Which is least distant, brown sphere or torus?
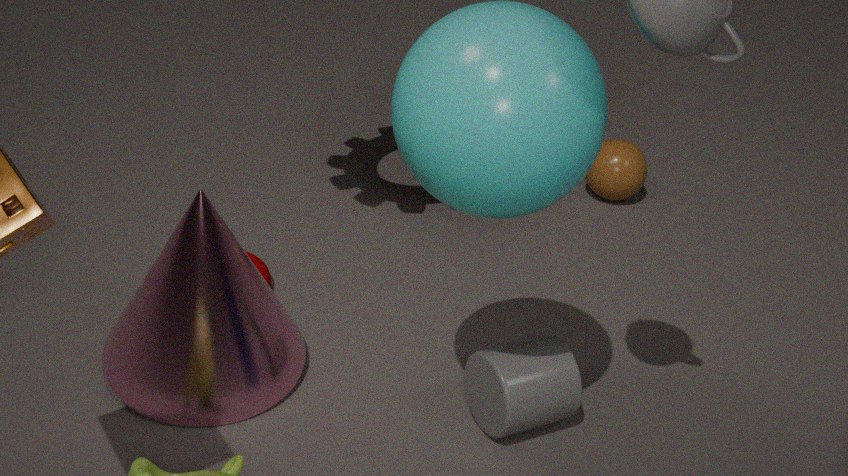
torus
